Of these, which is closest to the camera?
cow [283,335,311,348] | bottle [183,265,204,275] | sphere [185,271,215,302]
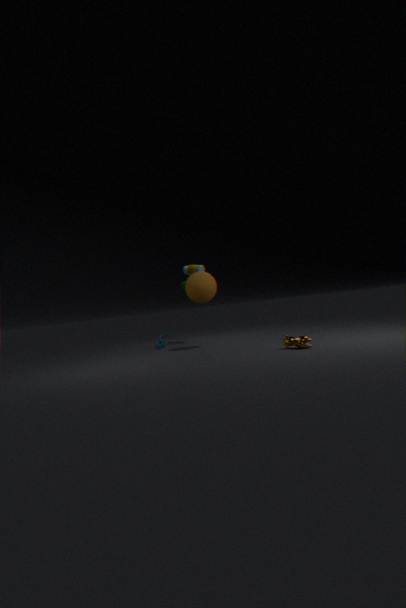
cow [283,335,311,348]
